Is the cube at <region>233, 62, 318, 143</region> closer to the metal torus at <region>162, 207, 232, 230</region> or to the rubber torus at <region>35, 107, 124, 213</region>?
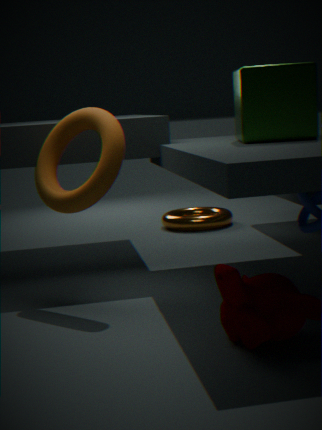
the rubber torus at <region>35, 107, 124, 213</region>
